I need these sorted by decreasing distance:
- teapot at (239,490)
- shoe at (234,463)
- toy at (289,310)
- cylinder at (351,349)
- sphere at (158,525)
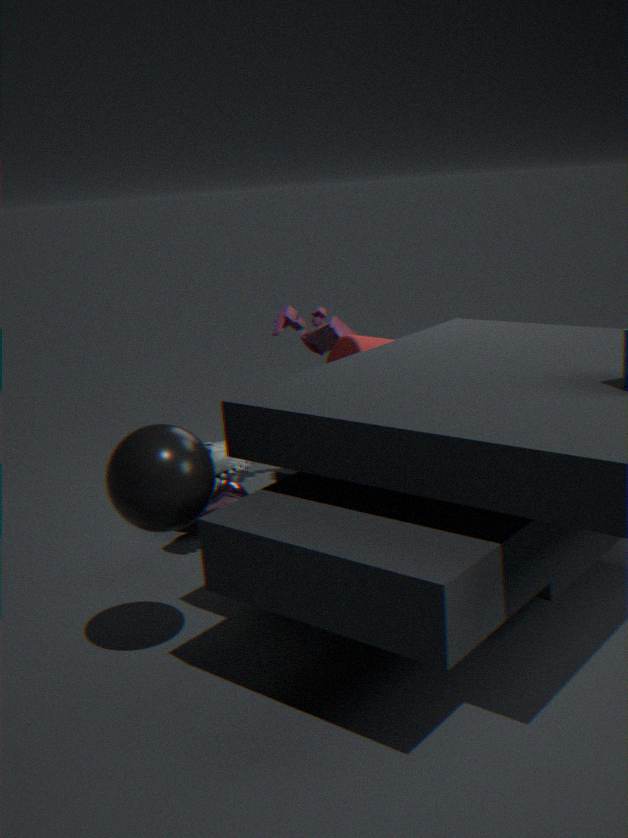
toy at (289,310)
teapot at (239,490)
cylinder at (351,349)
shoe at (234,463)
sphere at (158,525)
